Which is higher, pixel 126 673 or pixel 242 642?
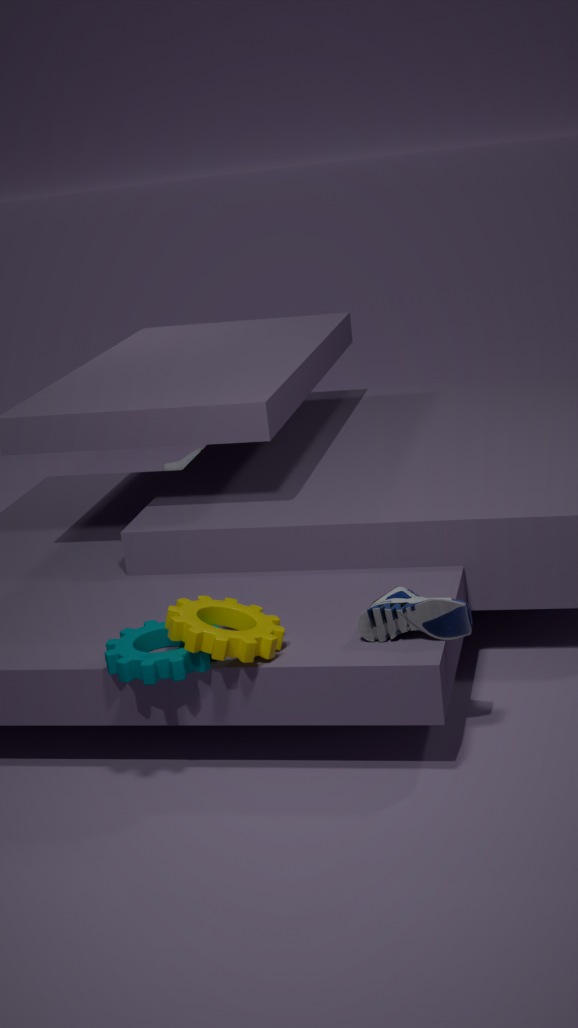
pixel 242 642
